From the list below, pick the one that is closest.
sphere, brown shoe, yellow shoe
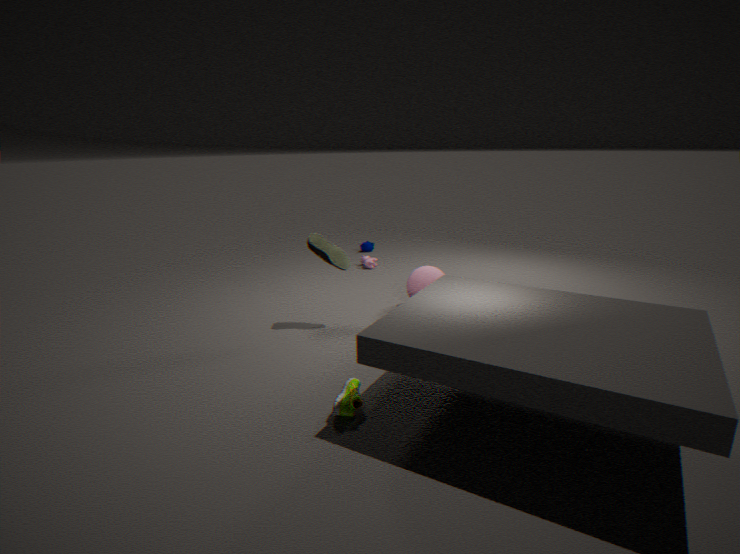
yellow shoe
